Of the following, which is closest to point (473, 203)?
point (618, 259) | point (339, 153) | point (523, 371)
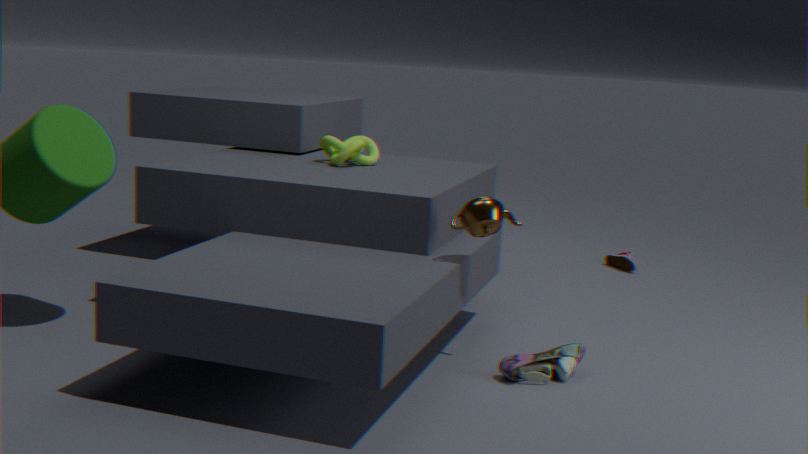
point (523, 371)
